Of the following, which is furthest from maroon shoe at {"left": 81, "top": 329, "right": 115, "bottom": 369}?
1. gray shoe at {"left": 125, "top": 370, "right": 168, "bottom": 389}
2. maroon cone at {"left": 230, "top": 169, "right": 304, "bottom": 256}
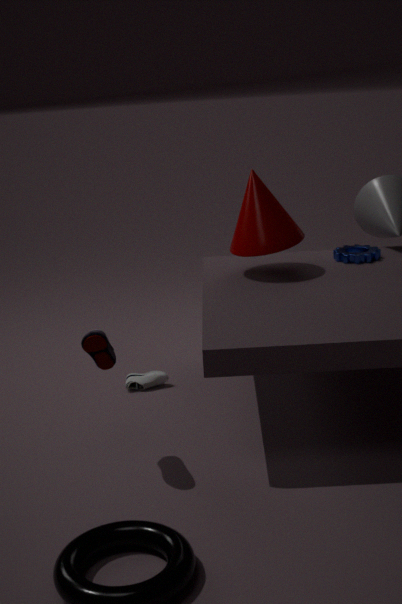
maroon cone at {"left": 230, "top": 169, "right": 304, "bottom": 256}
